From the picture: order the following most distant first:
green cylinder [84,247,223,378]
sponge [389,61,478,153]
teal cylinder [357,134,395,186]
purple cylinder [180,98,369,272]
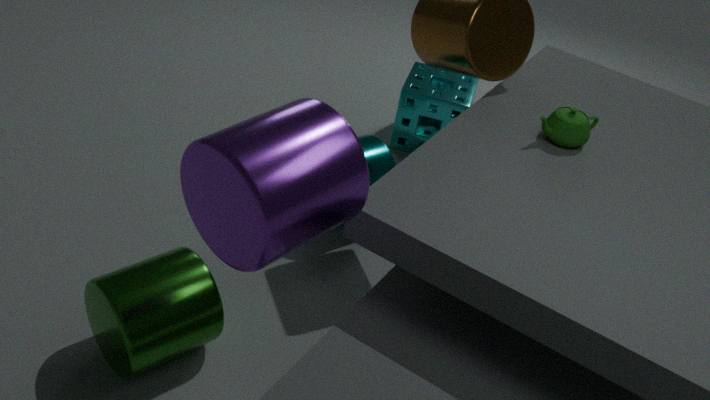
sponge [389,61,478,153]
teal cylinder [357,134,395,186]
green cylinder [84,247,223,378]
purple cylinder [180,98,369,272]
